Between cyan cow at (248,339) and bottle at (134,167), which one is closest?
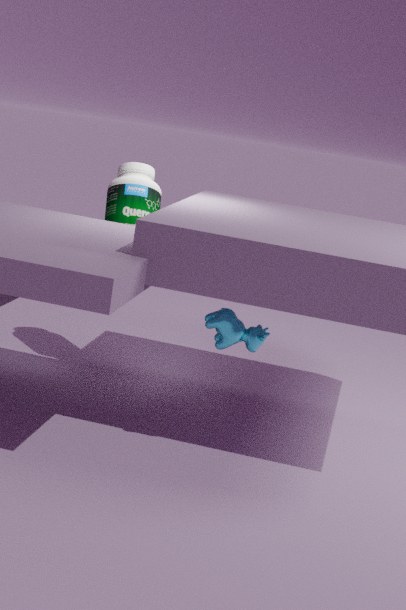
cyan cow at (248,339)
